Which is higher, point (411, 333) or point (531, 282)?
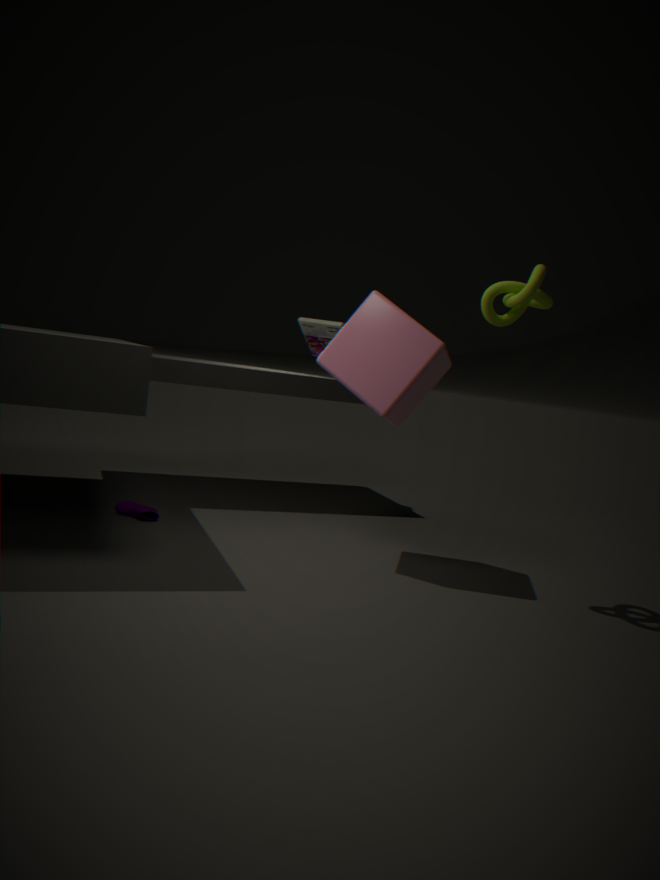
point (531, 282)
